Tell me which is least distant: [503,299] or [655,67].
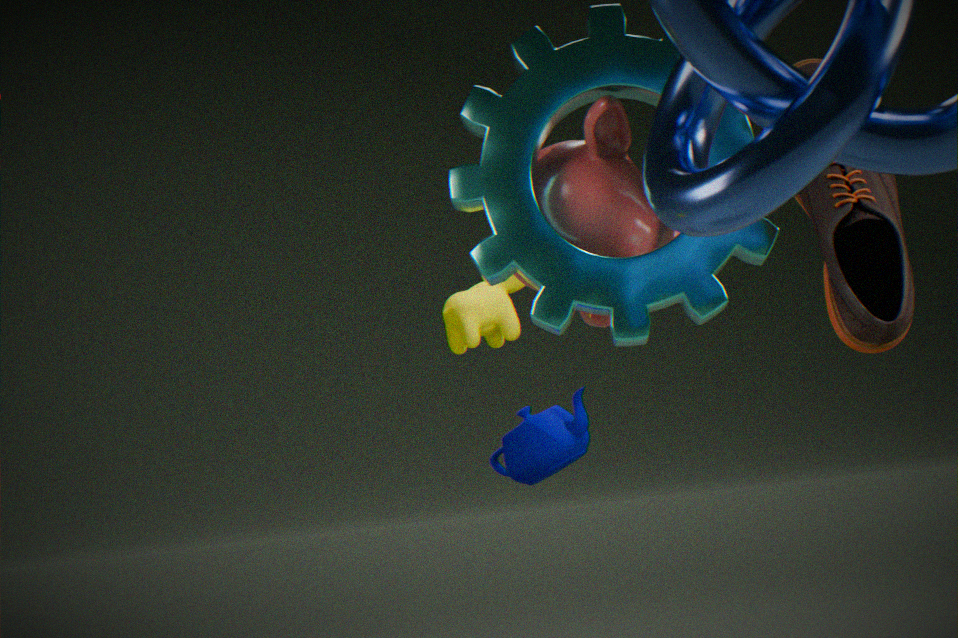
[655,67]
